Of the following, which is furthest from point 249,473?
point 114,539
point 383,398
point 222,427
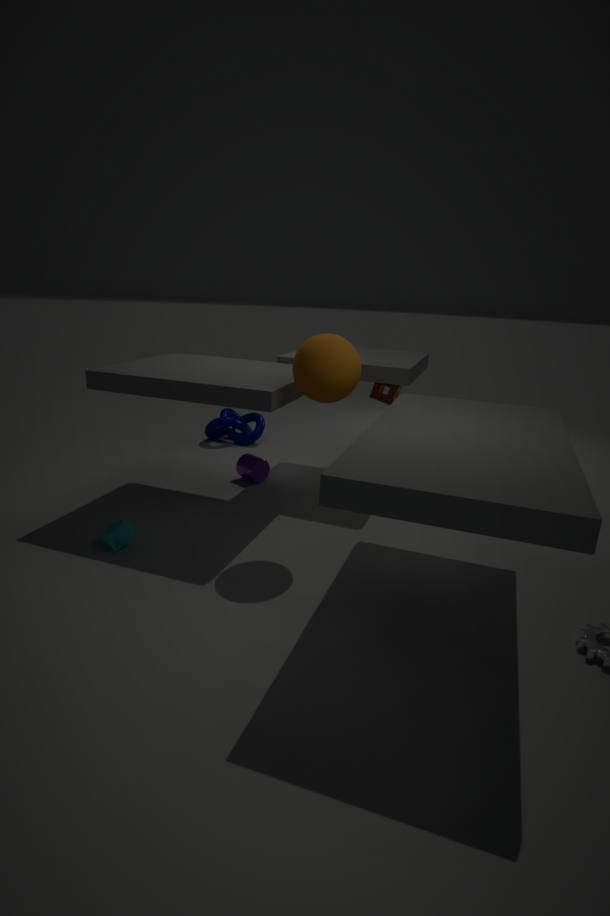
point 114,539
